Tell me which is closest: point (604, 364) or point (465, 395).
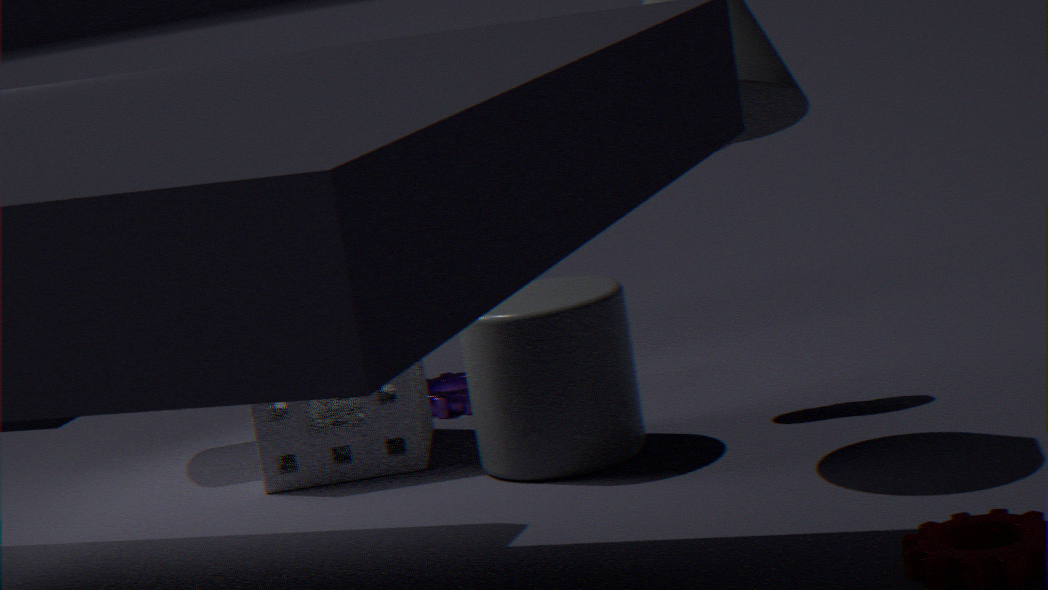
point (604, 364)
